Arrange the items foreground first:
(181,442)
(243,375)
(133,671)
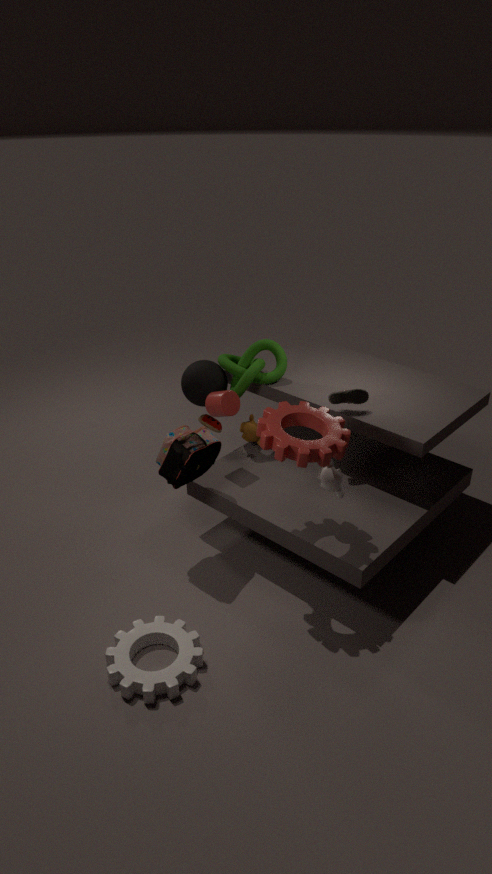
(133,671) < (181,442) < (243,375)
